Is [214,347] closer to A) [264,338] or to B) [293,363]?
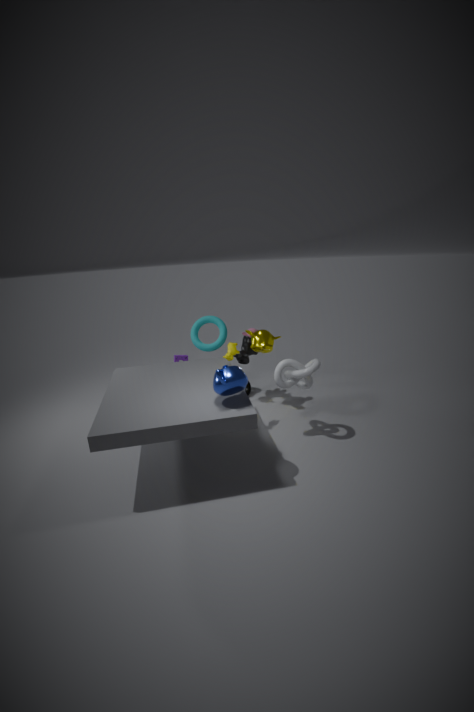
A) [264,338]
